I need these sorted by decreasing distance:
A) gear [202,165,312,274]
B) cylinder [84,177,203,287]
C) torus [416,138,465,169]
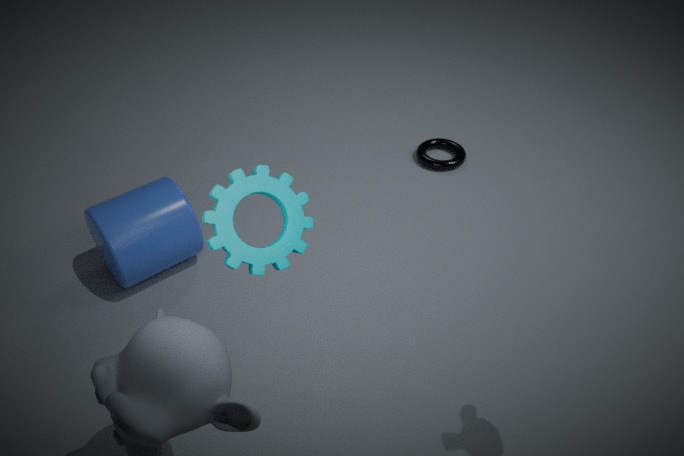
torus [416,138,465,169] < cylinder [84,177,203,287] < gear [202,165,312,274]
